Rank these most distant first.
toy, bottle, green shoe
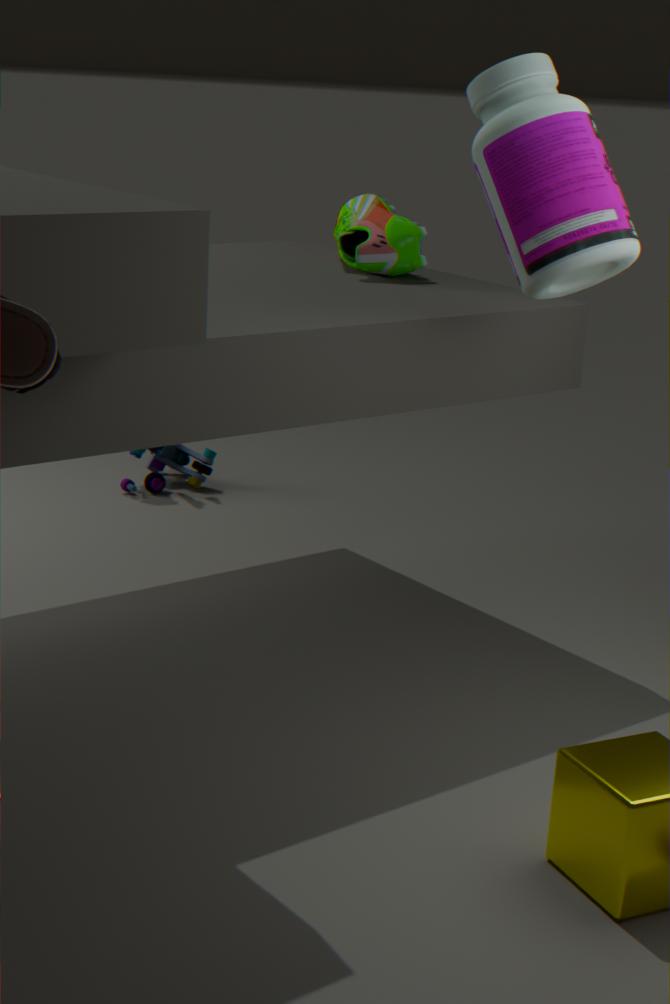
toy < green shoe < bottle
